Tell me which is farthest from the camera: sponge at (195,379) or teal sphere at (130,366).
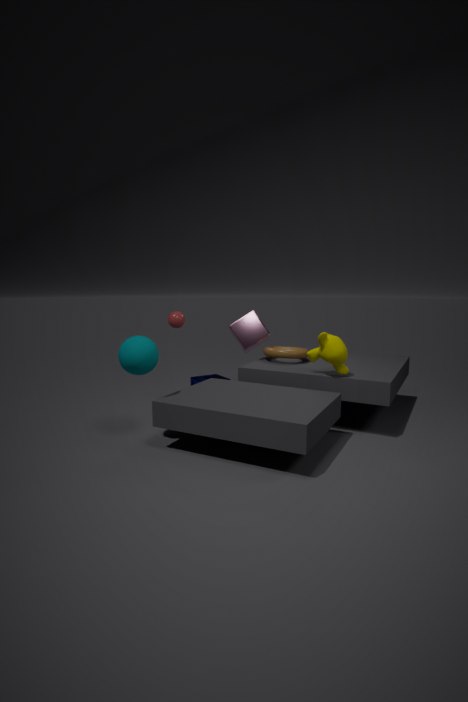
sponge at (195,379)
